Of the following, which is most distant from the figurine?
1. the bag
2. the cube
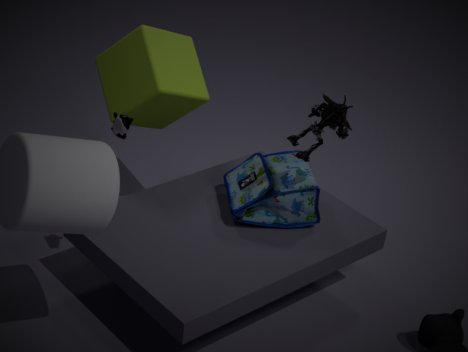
the cube
